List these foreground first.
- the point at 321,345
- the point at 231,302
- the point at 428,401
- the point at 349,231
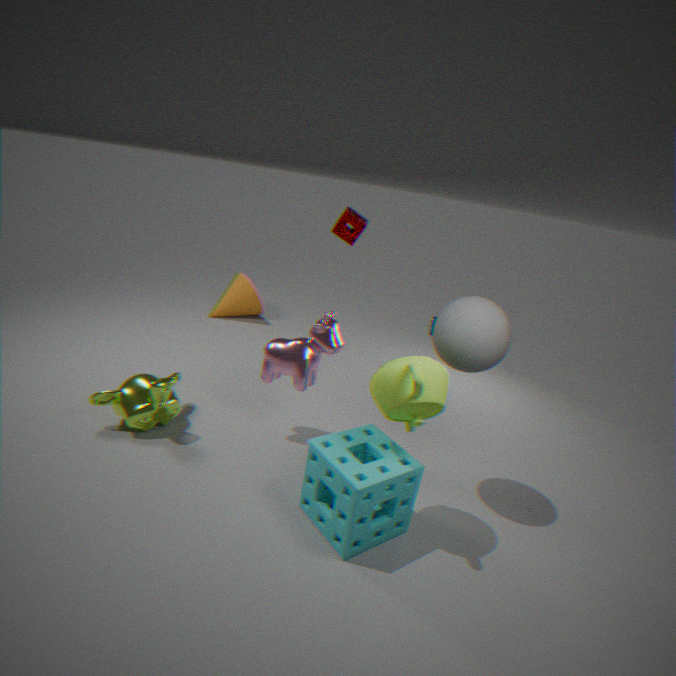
the point at 428,401
the point at 321,345
the point at 349,231
the point at 231,302
